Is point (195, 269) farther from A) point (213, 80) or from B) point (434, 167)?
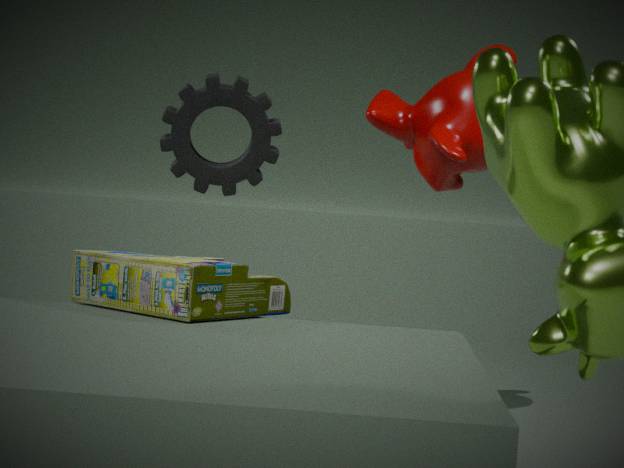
B) point (434, 167)
